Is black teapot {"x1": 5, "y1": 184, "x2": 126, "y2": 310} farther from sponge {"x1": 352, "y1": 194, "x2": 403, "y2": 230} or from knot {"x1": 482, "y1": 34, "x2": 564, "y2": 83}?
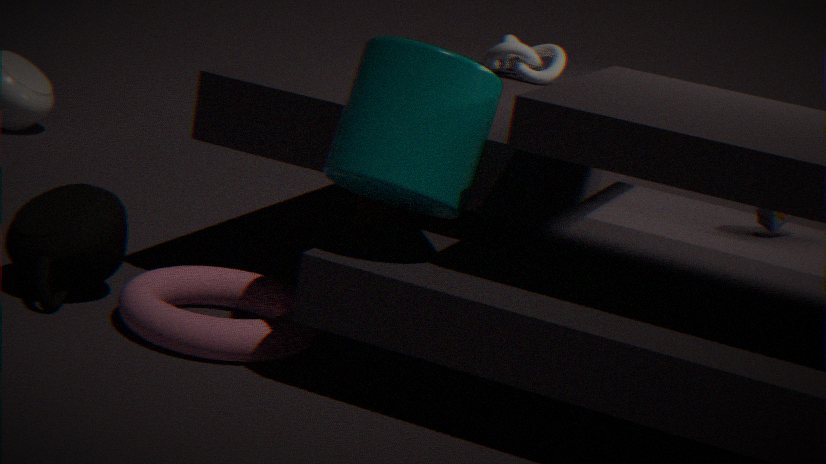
knot {"x1": 482, "y1": 34, "x2": 564, "y2": 83}
